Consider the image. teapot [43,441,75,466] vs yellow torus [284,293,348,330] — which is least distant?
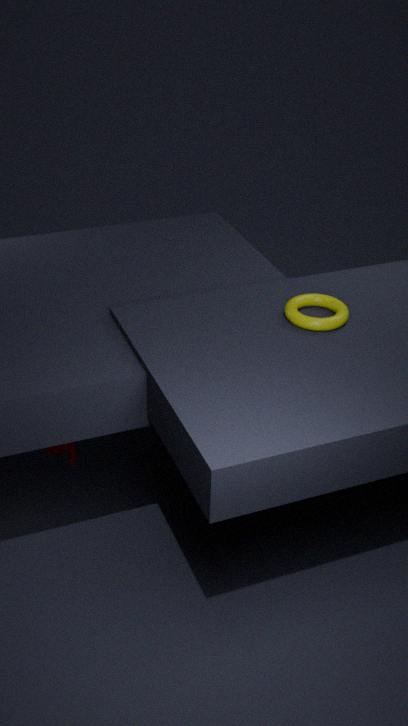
yellow torus [284,293,348,330]
